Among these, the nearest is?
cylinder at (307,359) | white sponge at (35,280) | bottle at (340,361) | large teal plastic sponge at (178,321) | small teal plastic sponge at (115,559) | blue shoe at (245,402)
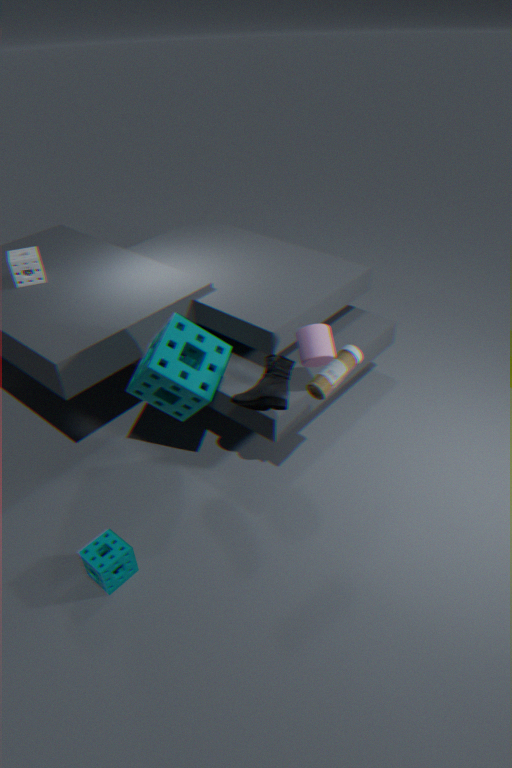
bottle at (340,361)
